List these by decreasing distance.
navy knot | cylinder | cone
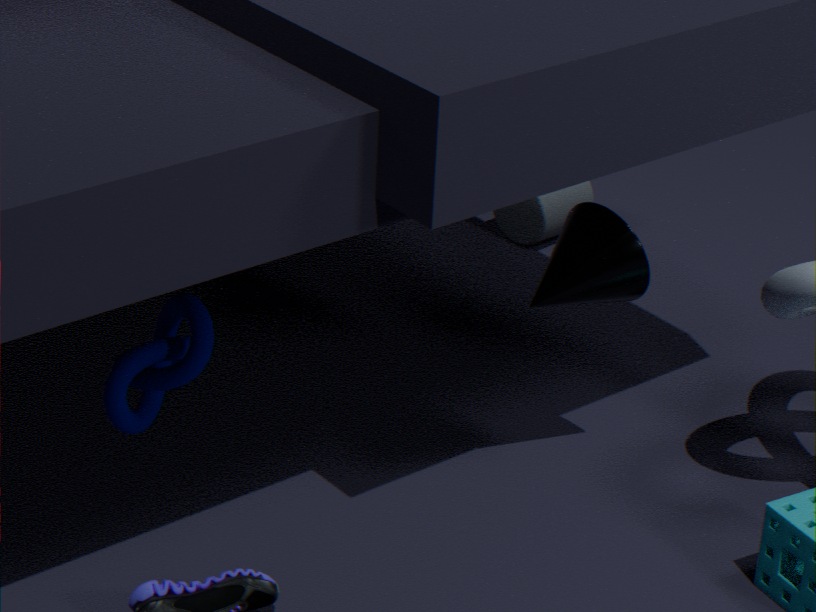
1. cylinder
2. cone
3. navy knot
